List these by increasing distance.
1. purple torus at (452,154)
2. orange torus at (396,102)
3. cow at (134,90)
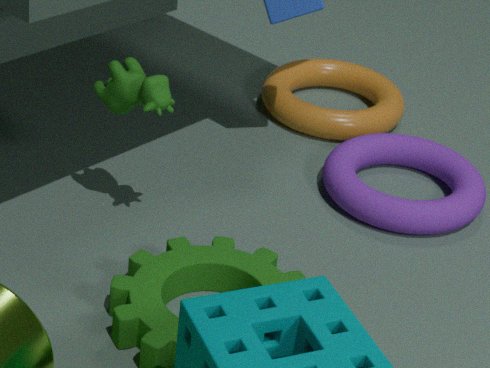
cow at (134,90) → purple torus at (452,154) → orange torus at (396,102)
